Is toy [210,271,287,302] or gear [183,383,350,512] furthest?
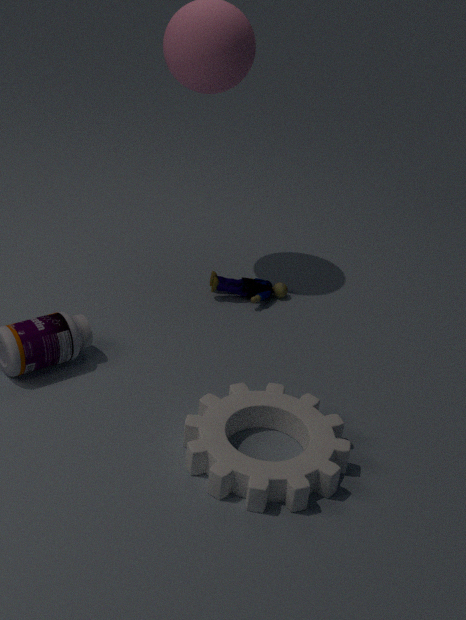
toy [210,271,287,302]
